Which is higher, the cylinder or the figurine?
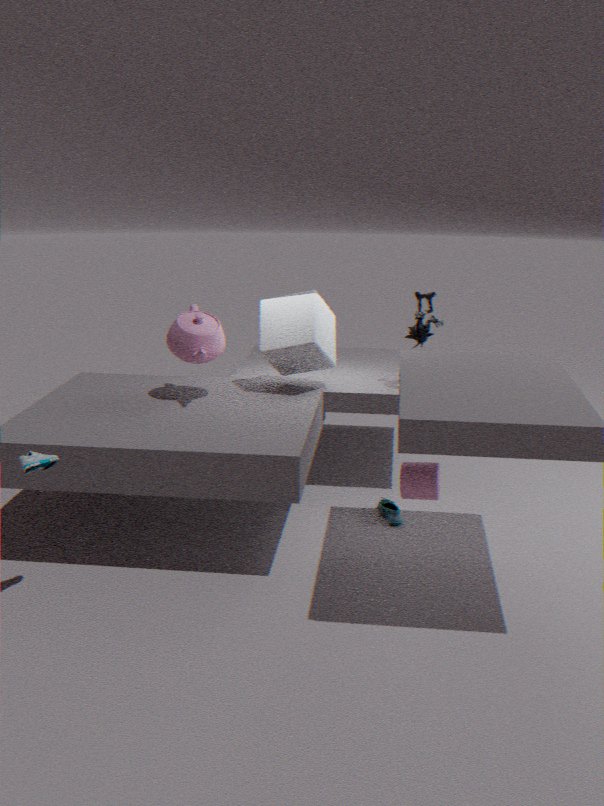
the figurine
